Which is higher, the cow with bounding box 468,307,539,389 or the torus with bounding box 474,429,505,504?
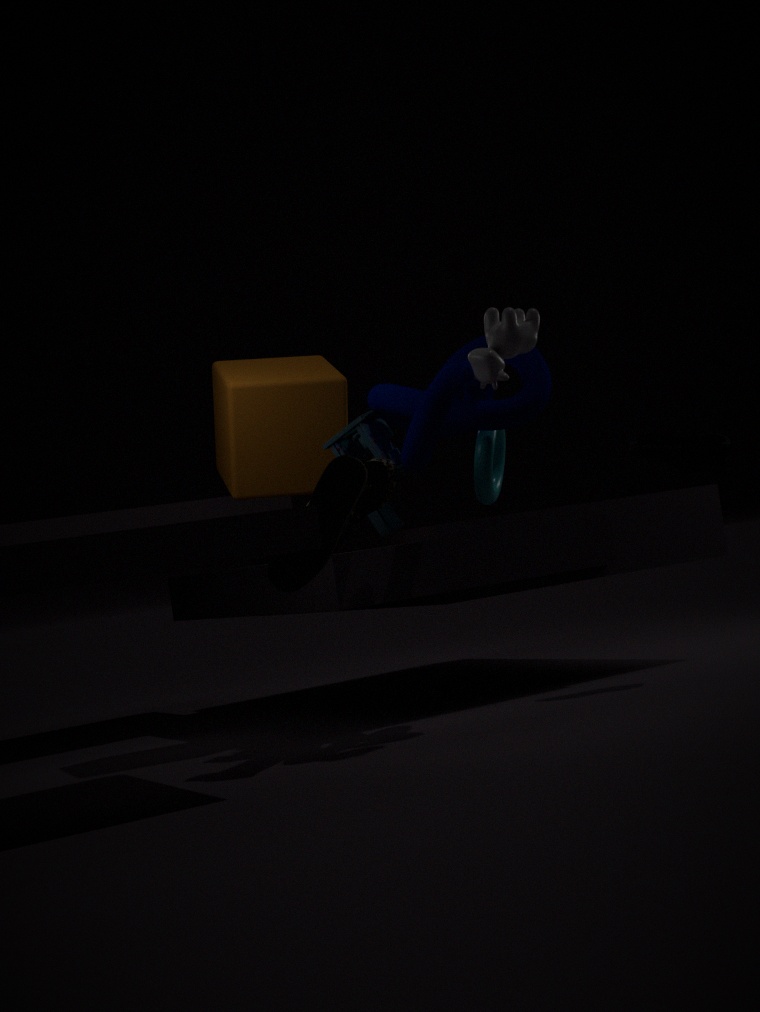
the cow with bounding box 468,307,539,389
